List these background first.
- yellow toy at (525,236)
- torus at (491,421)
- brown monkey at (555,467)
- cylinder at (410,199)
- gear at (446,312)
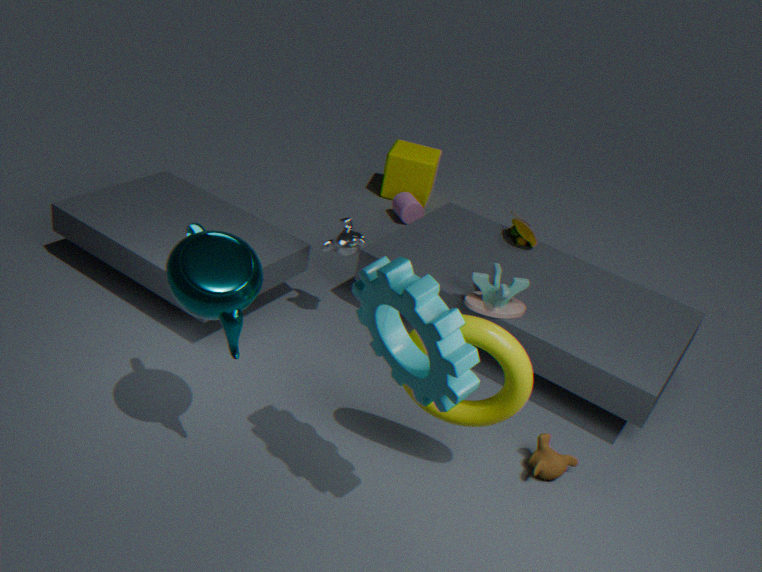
cylinder at (410,199), yellow toy at (525,236), brown monkey at (555,467), torus at (491,421), gear at (446,312)
